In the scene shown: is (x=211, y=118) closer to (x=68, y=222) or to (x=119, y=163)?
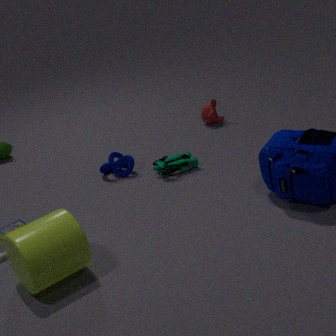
(x=119, y=163)
